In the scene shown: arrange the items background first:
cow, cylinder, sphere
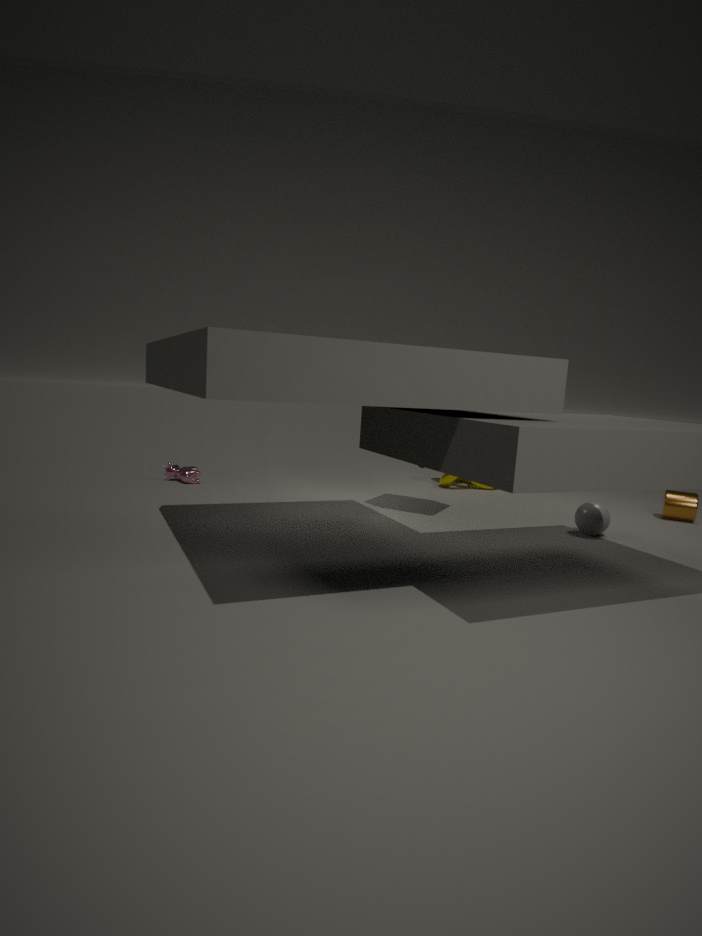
1. cow
2. cylinder
3. sphere
